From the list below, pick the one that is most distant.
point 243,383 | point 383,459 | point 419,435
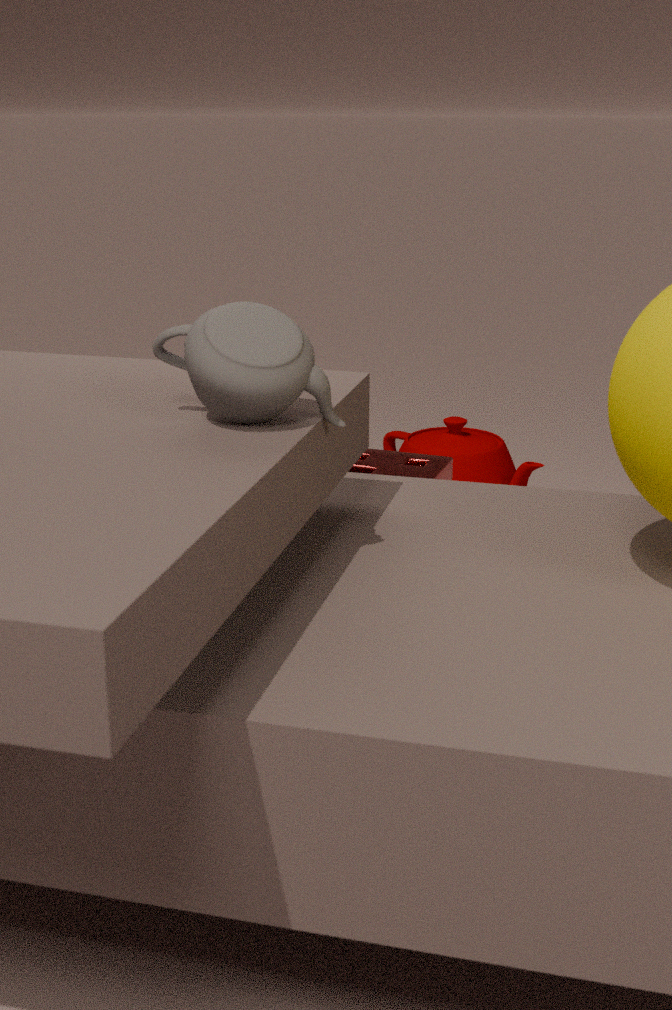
point 419,435
